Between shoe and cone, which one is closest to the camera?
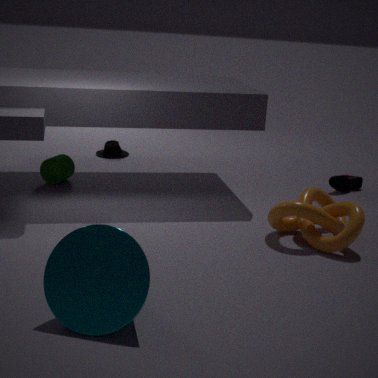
cone
